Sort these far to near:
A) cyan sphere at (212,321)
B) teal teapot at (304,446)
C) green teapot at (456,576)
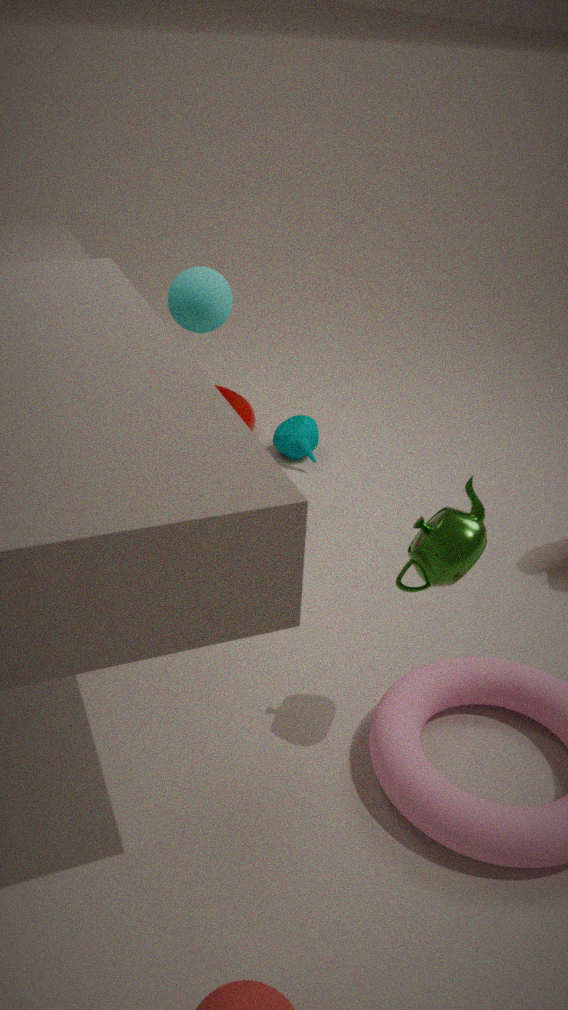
teal teapot at (304,446) < cyan sphere at (212,321) < green teapot at (456,576)
